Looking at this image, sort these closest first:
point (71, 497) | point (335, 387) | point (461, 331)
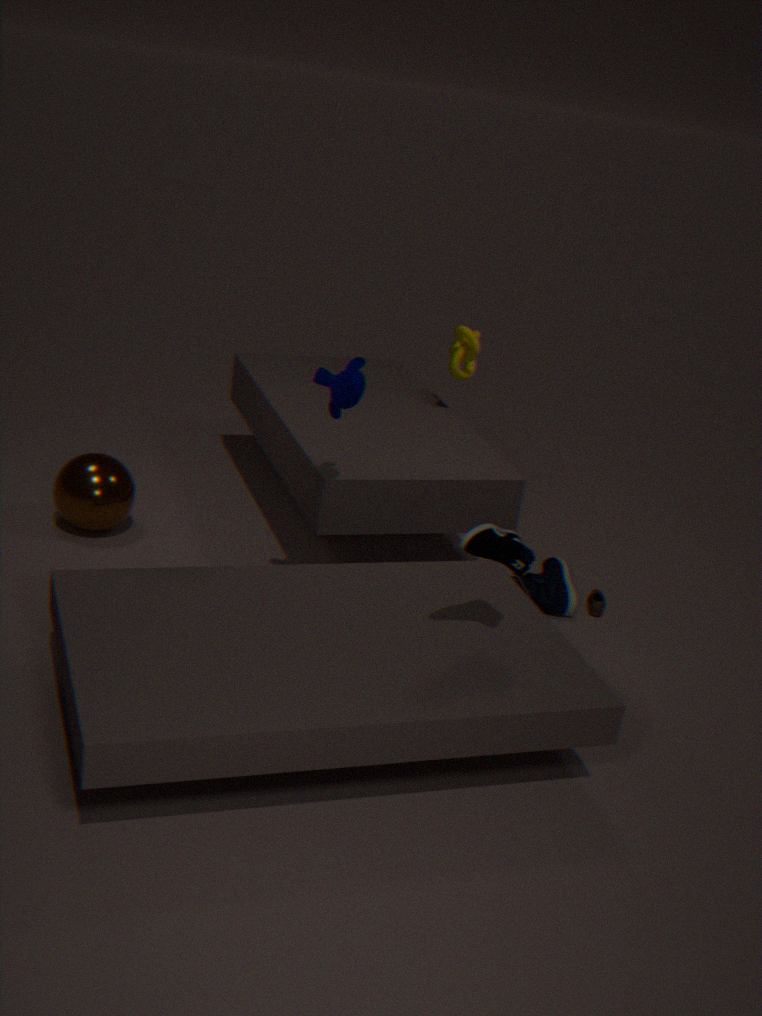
1. point (335, 387)
2. point (71, 497)
3. point (461, 331)
